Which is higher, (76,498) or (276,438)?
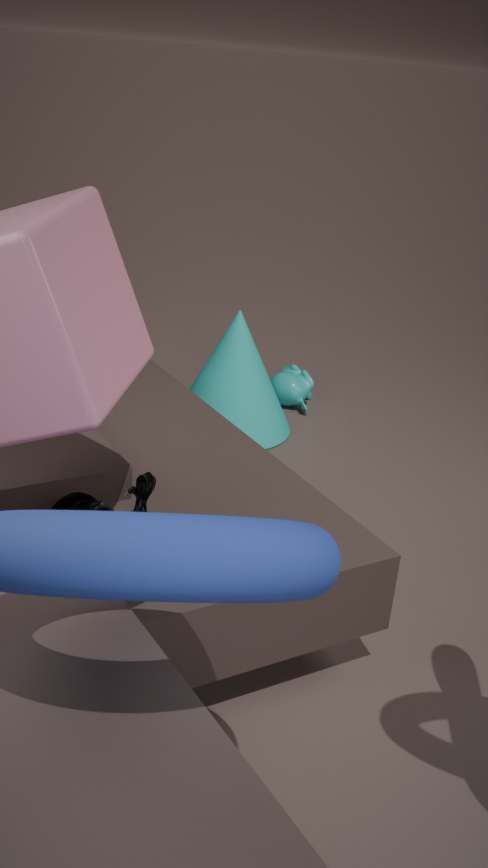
(76,498)
